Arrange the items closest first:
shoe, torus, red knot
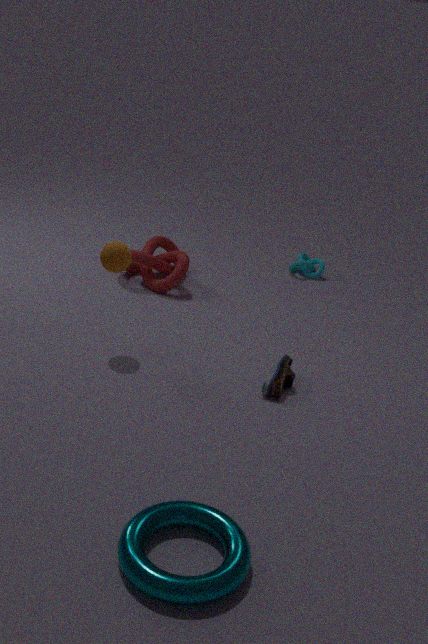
torus, shoe, red knot
